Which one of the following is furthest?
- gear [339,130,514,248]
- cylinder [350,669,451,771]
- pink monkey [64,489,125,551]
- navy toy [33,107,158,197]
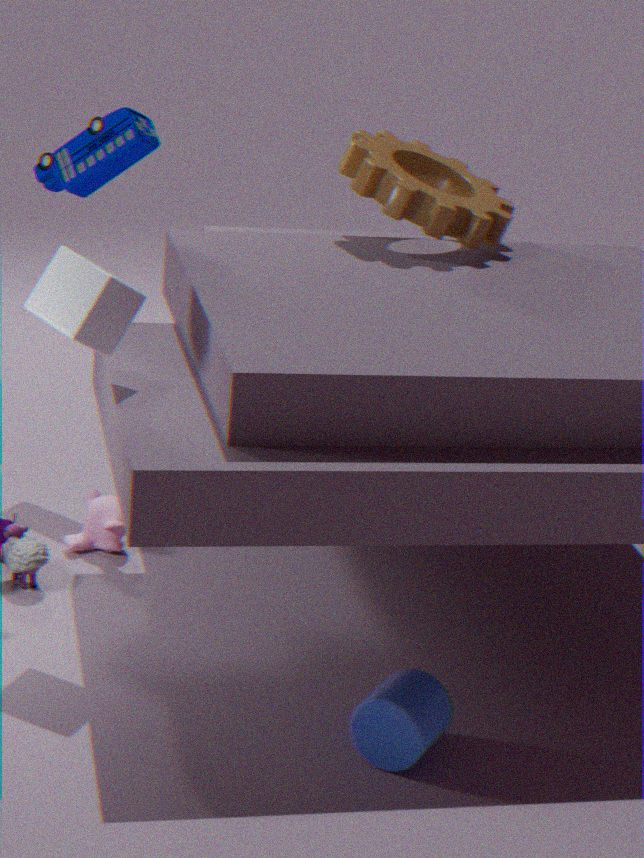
navy toy [33,107,158,197]
